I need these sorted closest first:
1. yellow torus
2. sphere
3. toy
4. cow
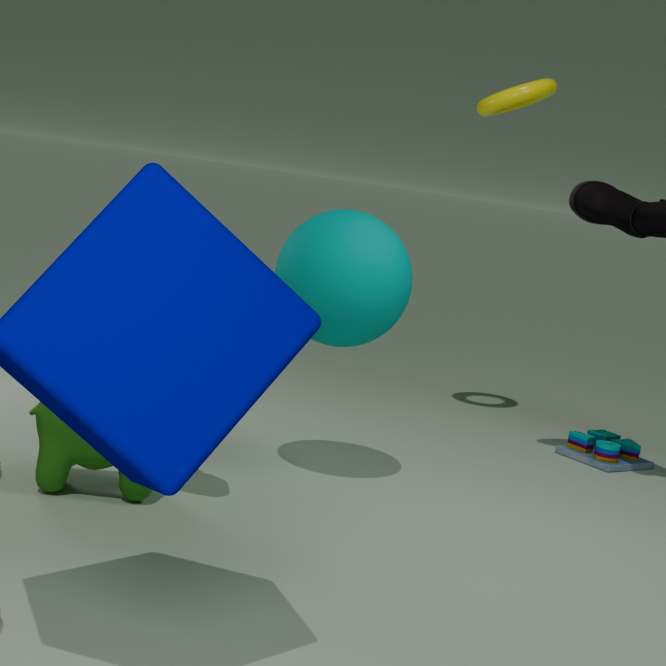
cow → sphere → toy → yellow torus
